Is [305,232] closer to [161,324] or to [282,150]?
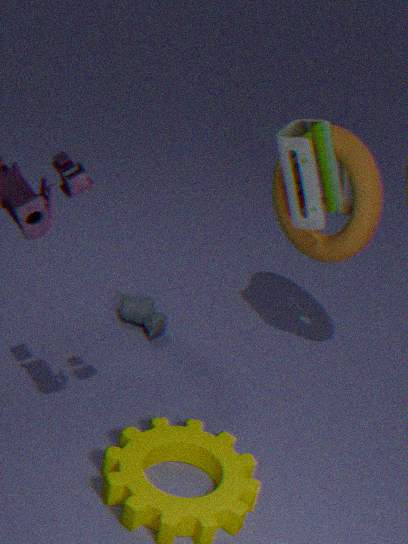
[282,150]
